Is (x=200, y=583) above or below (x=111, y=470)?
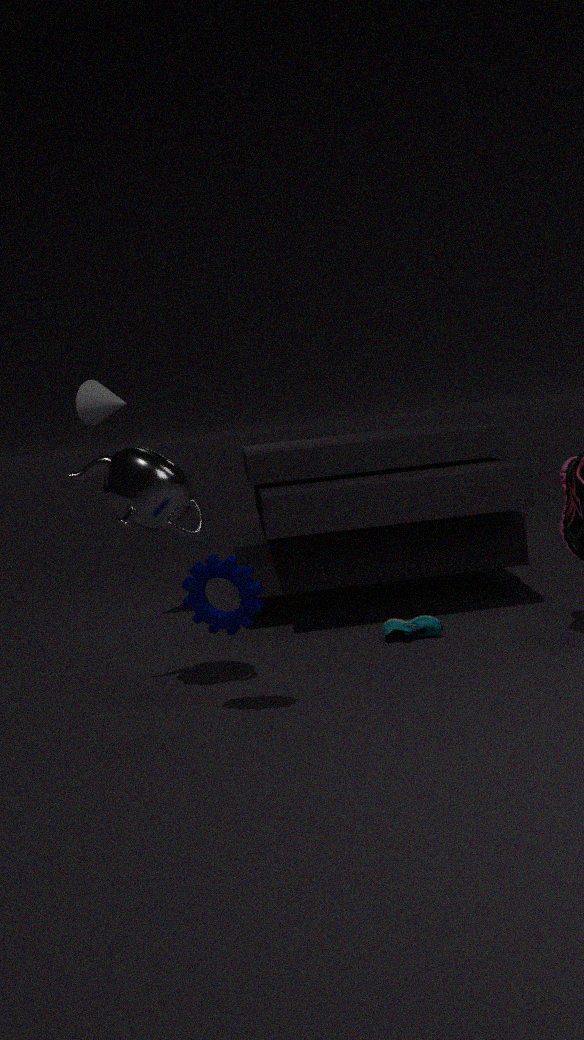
below
